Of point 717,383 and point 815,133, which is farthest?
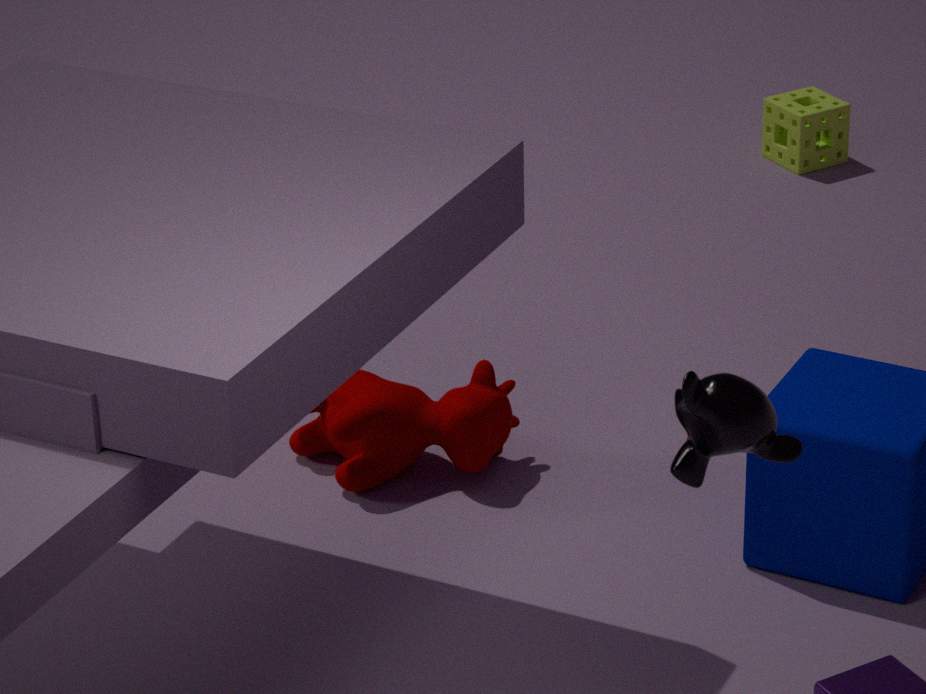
point 815,133
